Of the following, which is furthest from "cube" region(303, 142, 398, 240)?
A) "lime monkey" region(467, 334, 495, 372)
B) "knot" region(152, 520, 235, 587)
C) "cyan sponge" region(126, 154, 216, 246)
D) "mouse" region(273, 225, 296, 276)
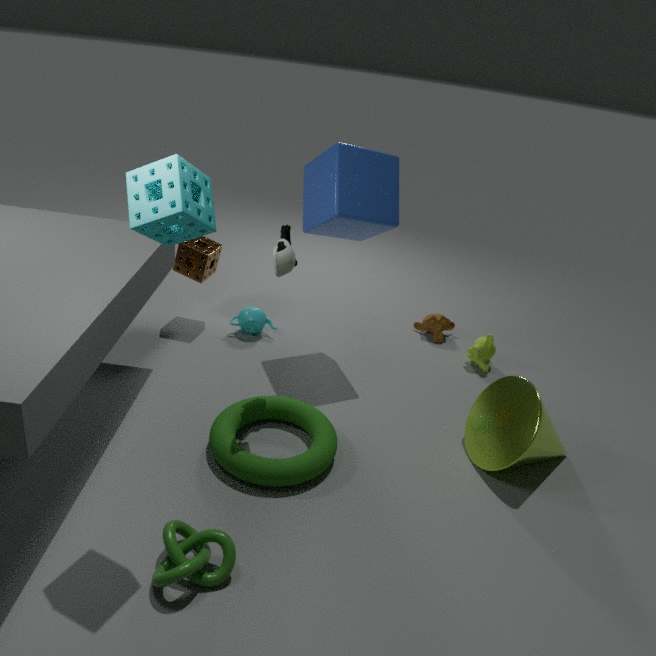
"knot" region(152, 520, 235, 587)
